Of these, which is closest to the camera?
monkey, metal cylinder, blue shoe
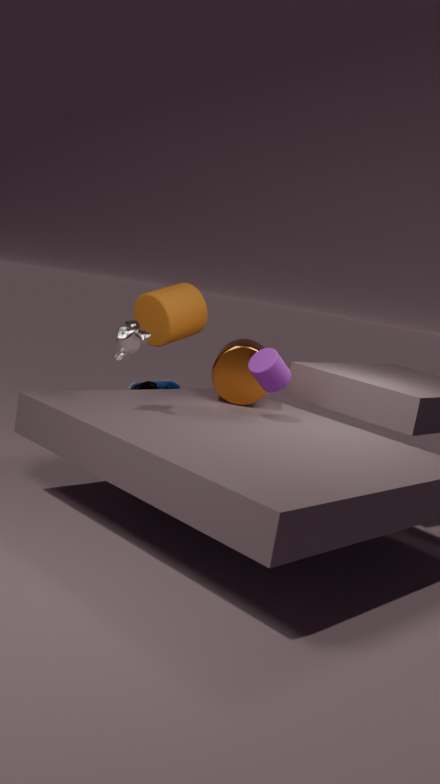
monkey
